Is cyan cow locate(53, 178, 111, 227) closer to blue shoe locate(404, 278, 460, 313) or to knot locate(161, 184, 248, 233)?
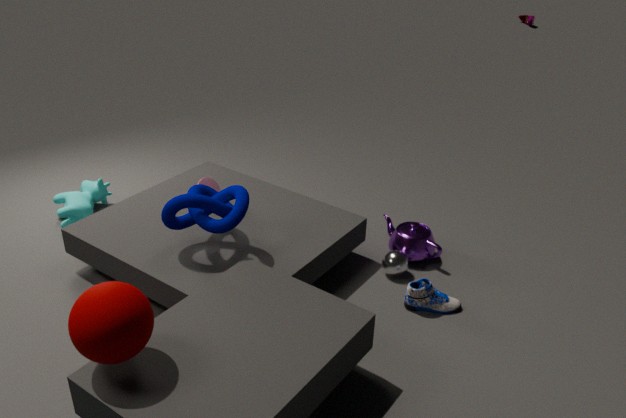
knot locate(161, 184, 248, 233)
